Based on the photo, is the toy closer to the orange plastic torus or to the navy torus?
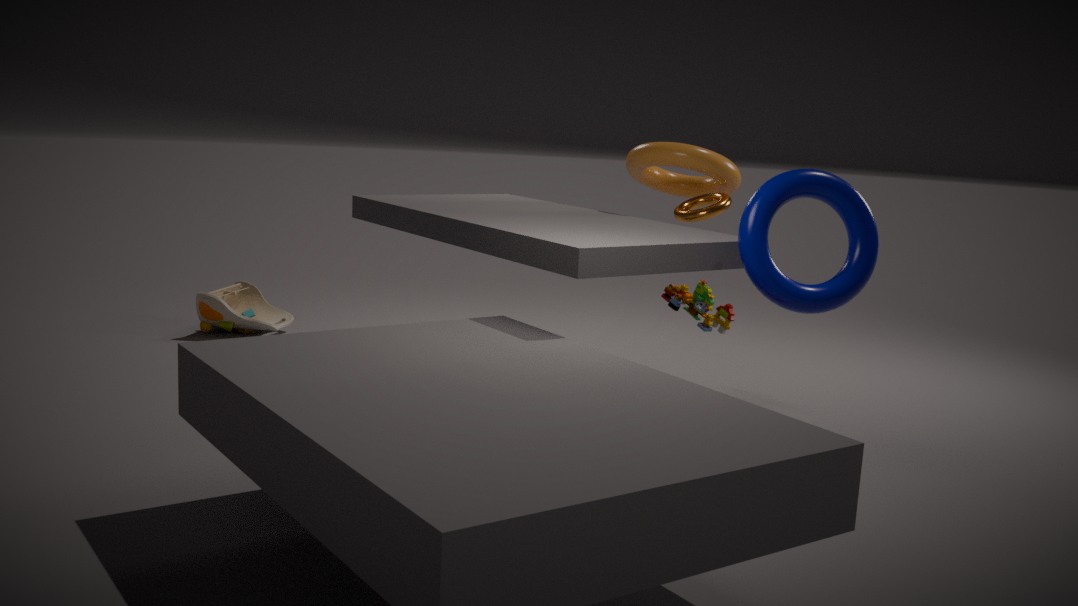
the orange plastic torus
